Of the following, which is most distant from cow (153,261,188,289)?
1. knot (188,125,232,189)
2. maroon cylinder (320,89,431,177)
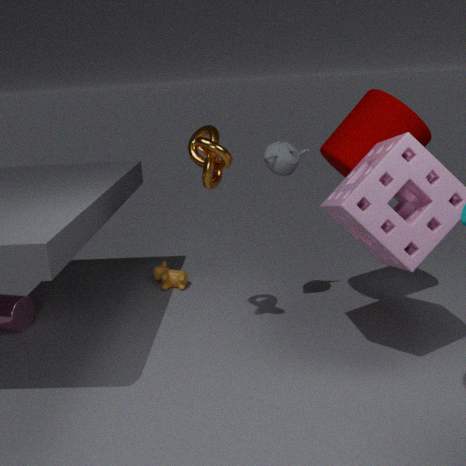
maroon cylinder (320,89,431,177)
